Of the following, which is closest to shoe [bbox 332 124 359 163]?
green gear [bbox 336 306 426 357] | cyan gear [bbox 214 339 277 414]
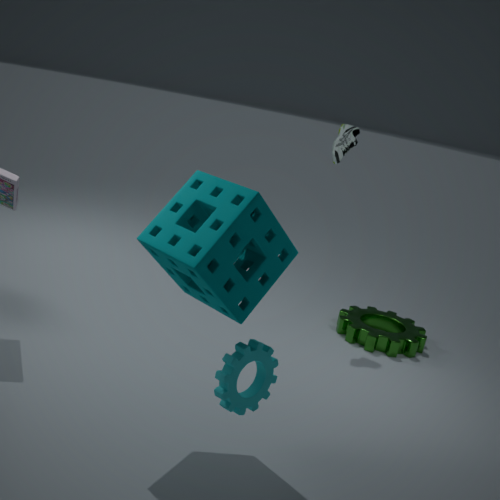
green gear [bbox 336 306 426 357]
